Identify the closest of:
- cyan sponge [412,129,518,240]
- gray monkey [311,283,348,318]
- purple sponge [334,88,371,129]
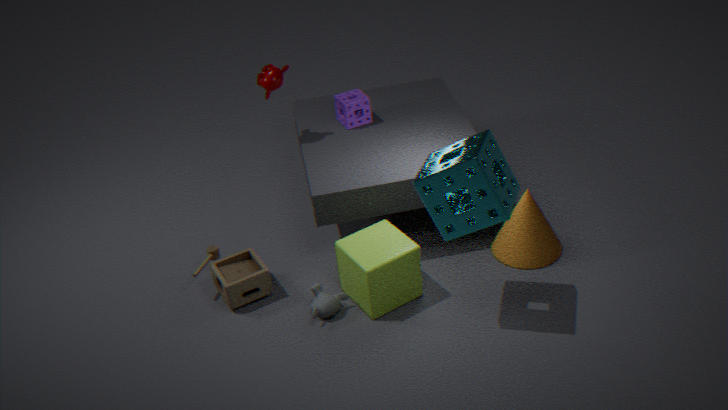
cyan sponge [412,129,518,240]
